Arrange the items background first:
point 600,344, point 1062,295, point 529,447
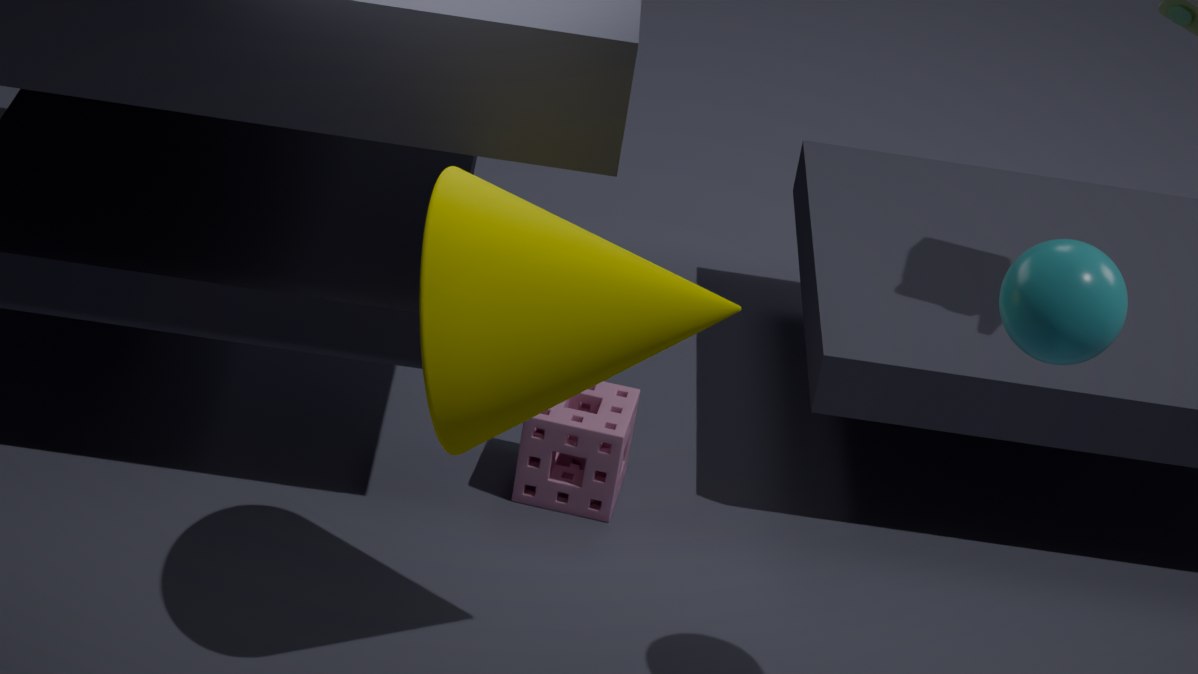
1. point 529,447
2. point 600,344
3. point 1062,295
